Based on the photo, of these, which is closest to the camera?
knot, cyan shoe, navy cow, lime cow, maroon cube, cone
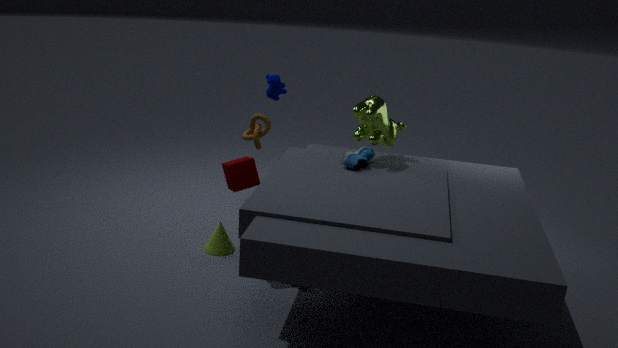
maroon cube
